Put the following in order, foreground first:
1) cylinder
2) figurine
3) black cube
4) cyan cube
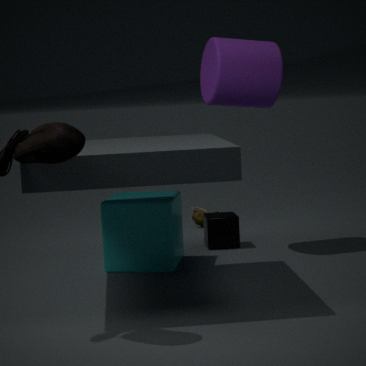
4. cyan cube → 1. cylinder → 3. black cube → 2. figurine
